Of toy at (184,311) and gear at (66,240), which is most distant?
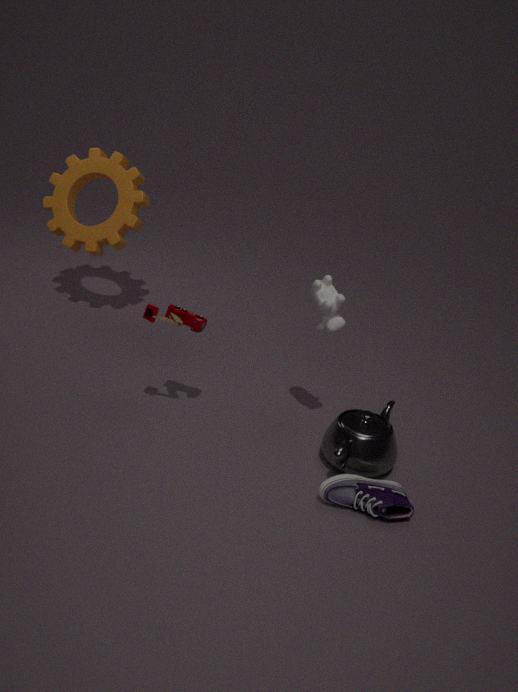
gear at (66,240)
